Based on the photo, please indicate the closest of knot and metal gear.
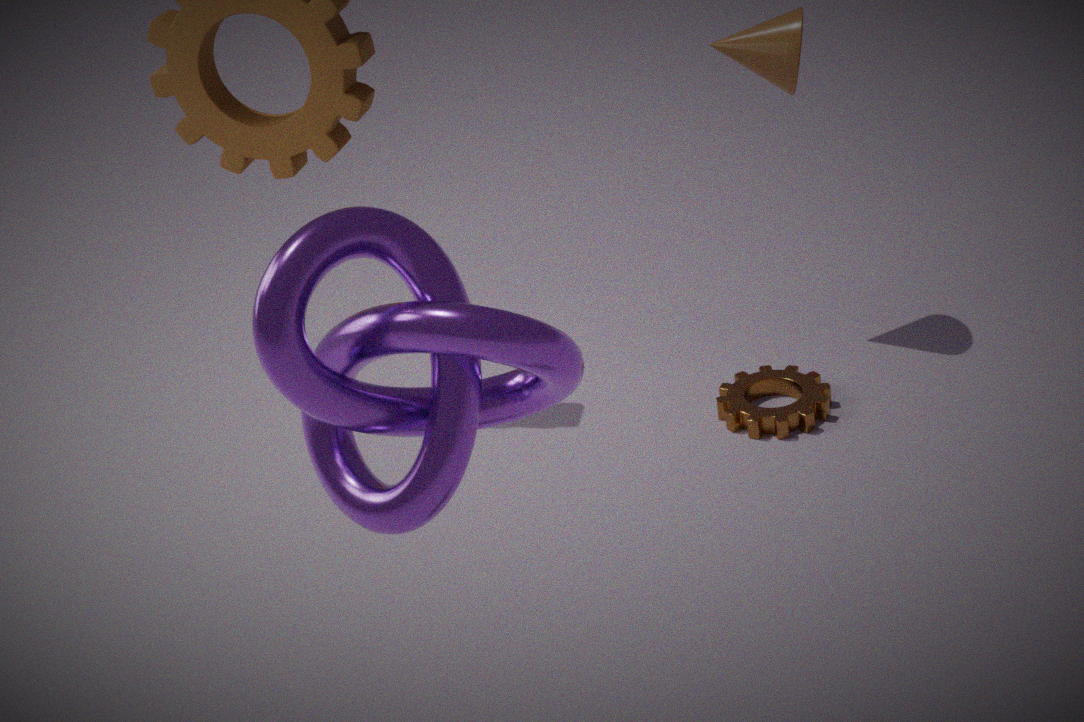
knot
